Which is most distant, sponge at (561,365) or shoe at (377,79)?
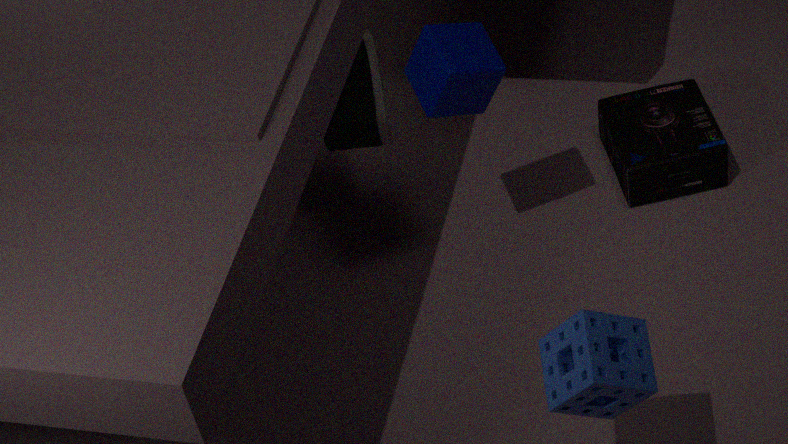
shoe at (377,79)
